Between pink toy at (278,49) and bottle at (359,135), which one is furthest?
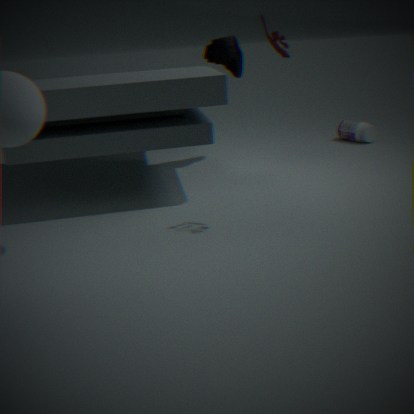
bottle at (359,135)
